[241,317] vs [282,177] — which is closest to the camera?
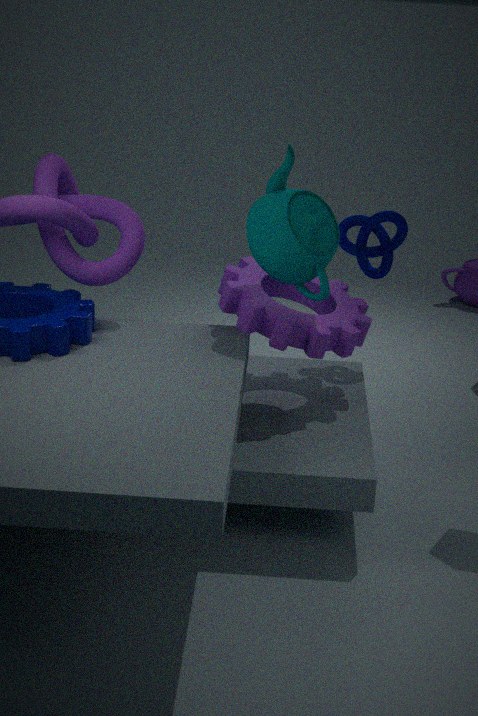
[241,317]
